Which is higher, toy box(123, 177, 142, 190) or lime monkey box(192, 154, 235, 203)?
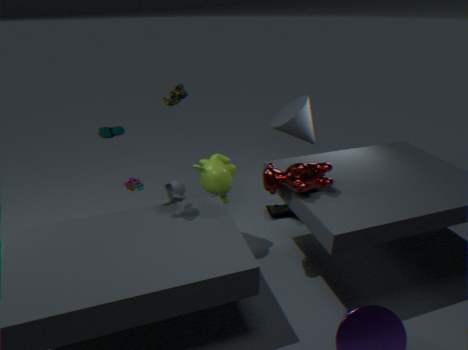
lime monkey box(192, 154, 235, 203)
